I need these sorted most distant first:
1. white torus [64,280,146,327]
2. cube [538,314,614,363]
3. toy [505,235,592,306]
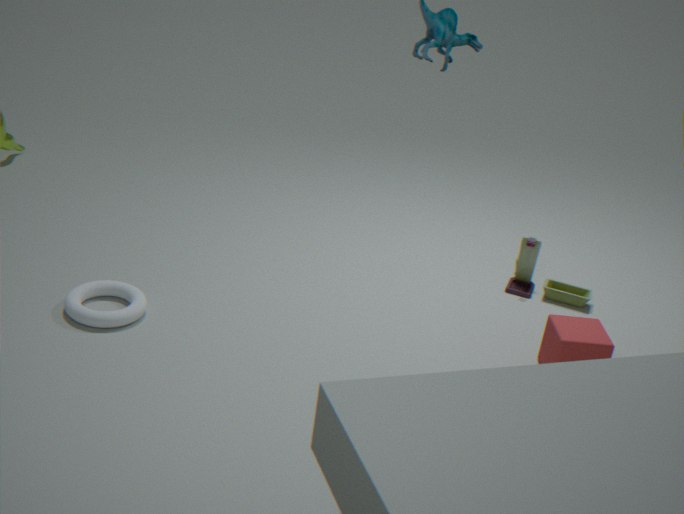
toy [505,235,592,306], white torus [64,280,146,327], cube [538,314,614,363]
